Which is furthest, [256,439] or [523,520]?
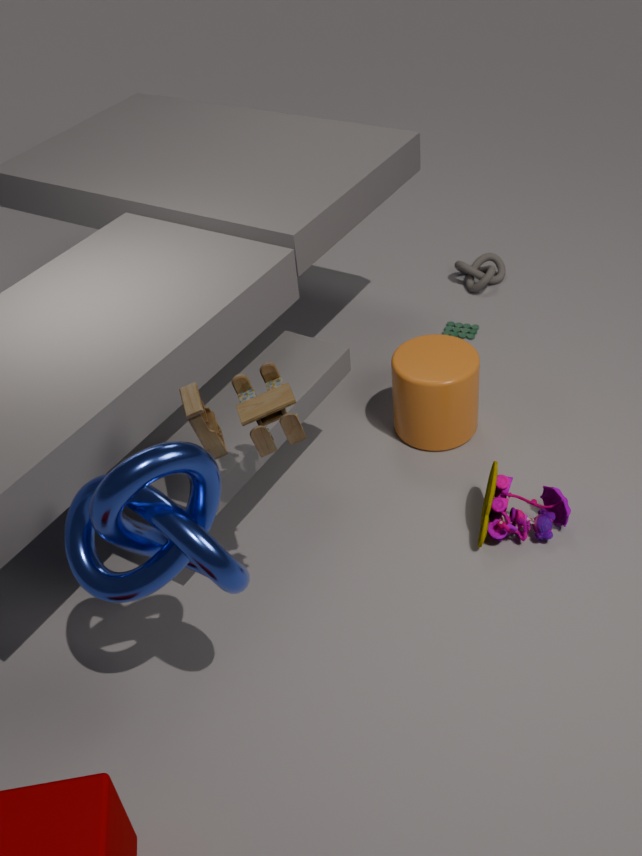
[523,520]
